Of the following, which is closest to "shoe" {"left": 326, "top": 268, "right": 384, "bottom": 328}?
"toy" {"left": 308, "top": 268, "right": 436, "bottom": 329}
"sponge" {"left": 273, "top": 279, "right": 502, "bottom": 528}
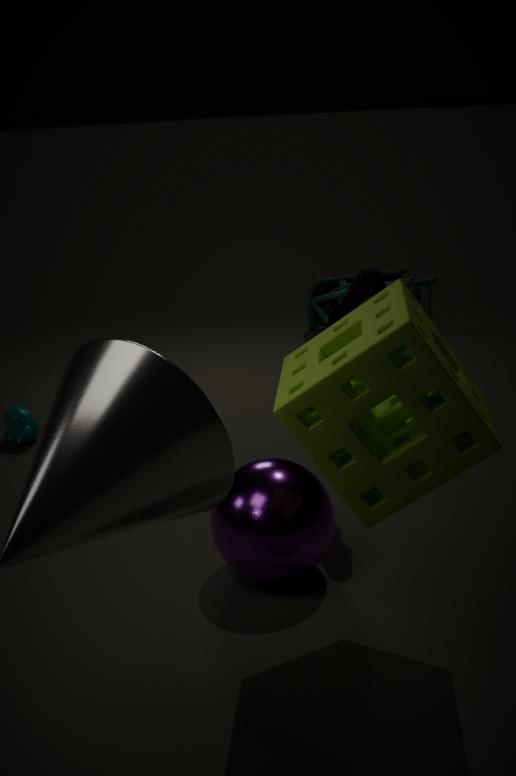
"sponge" {"left": 273, "top": 279, "right": 502, "bottom": 528}
